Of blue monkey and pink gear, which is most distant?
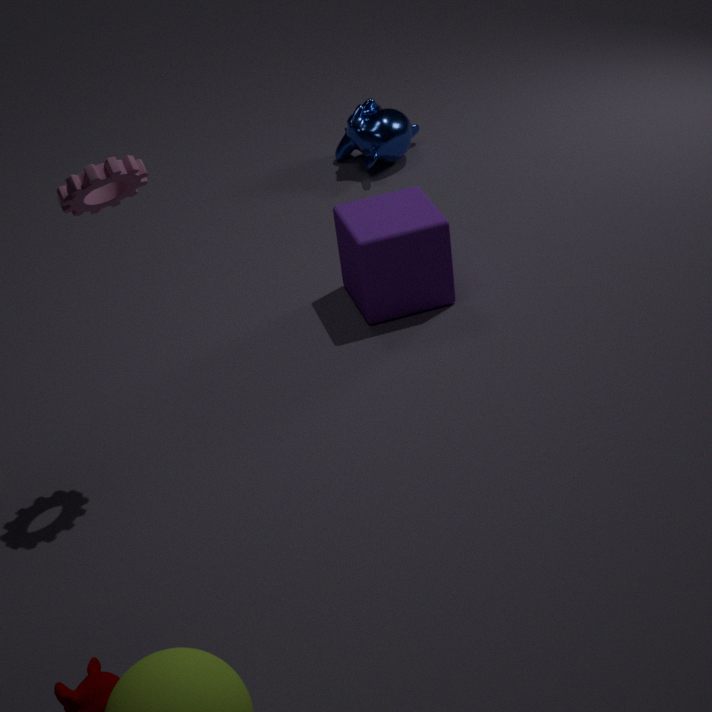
blue monkey
